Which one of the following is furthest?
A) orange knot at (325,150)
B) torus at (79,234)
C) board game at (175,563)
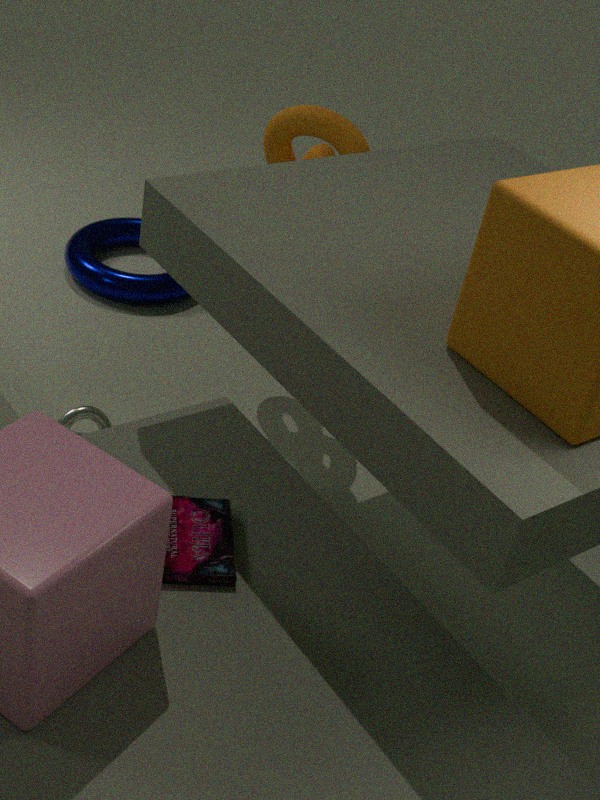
torus at (79,234)
